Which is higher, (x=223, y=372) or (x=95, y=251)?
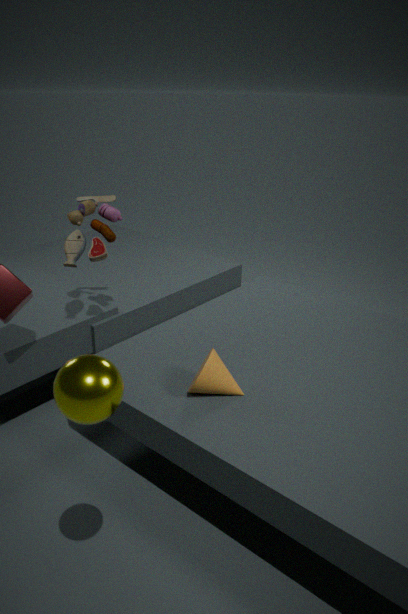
(x=95, y=251)
